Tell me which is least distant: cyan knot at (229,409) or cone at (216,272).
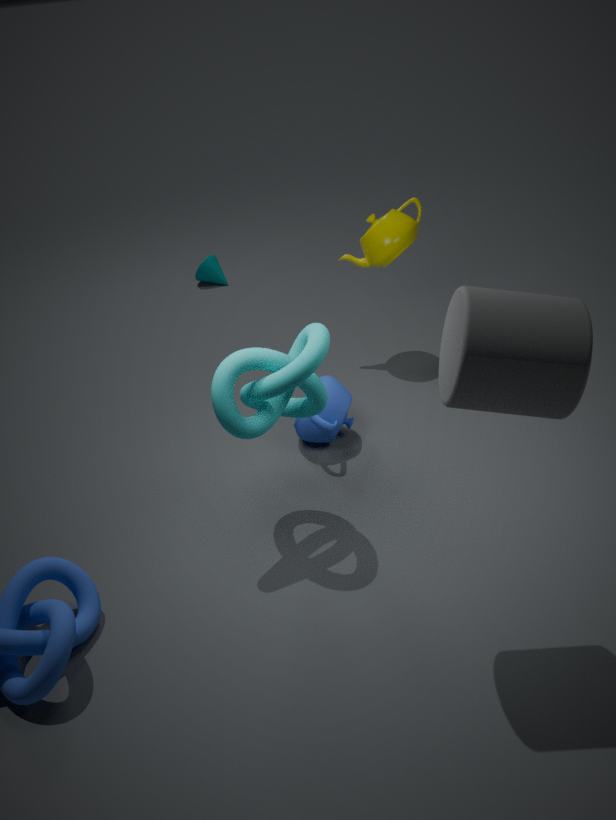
cyan knot at (229,409)
